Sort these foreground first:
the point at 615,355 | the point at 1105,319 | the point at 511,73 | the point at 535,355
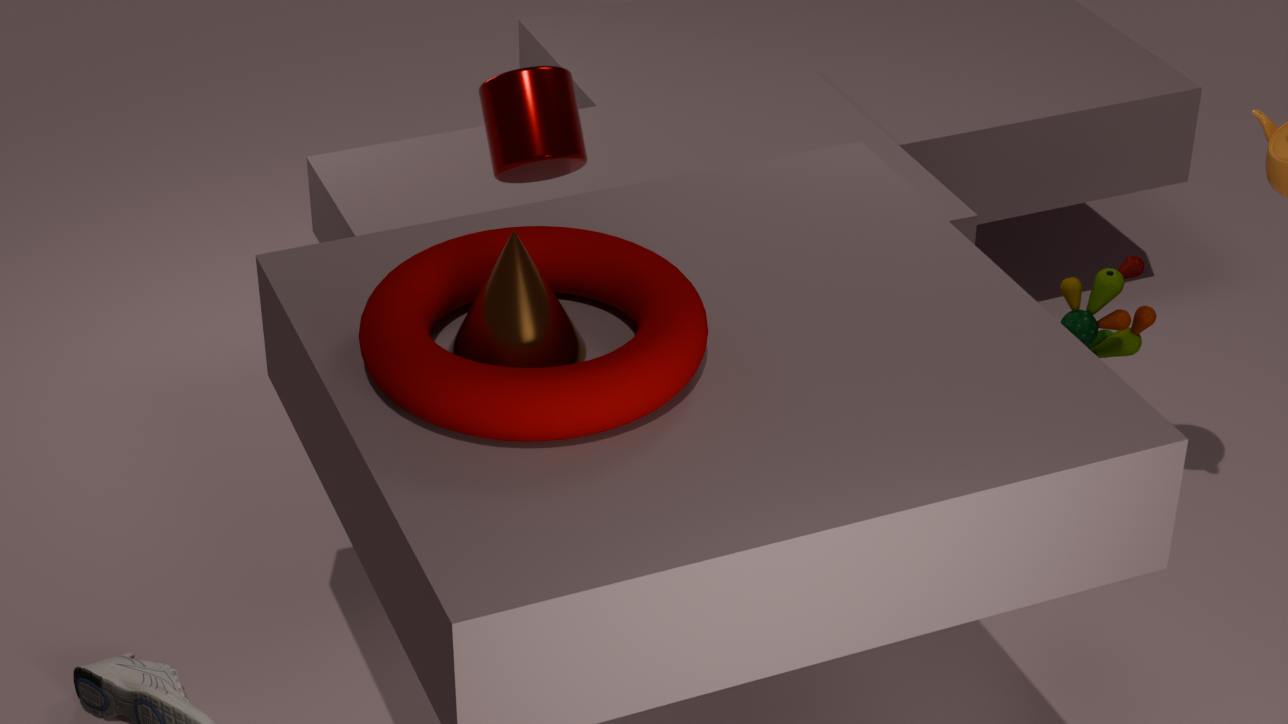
1. the point at 615,355
2. the point at 535,355
3. the point at 1105,319
4. the point at 511,73
